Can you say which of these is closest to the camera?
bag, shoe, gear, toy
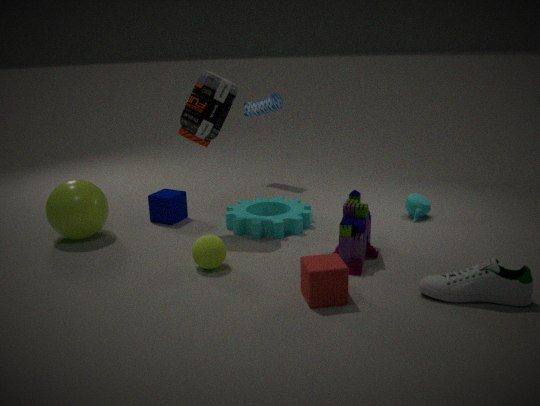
shoe
